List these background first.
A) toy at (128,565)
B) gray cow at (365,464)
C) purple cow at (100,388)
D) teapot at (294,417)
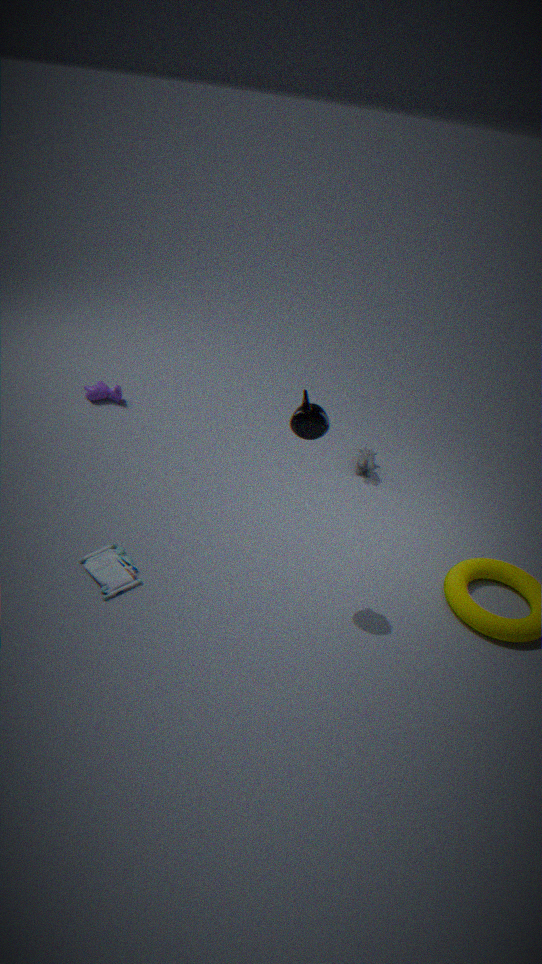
purple cow at (100,388) < gray cow at (365,464) < toy at (128,565) < teapot at (294,417)
